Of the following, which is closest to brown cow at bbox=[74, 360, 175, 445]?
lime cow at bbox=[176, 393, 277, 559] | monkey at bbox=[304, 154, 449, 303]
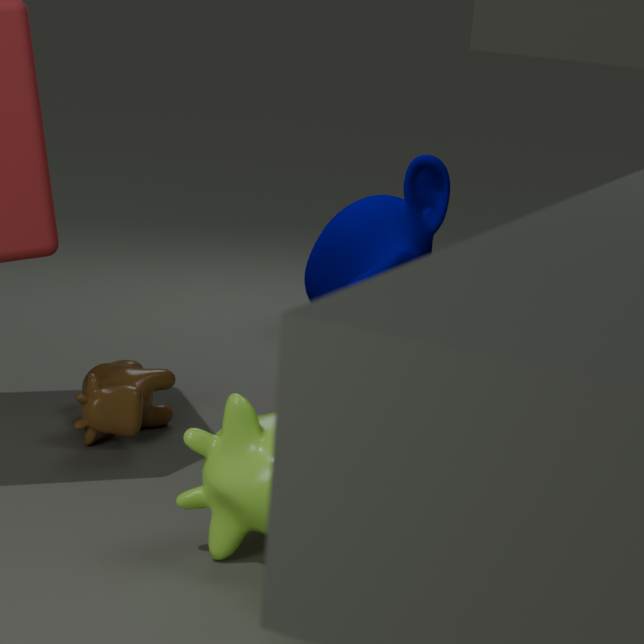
lime cow at bbox=[176, 393, 277, 559]
